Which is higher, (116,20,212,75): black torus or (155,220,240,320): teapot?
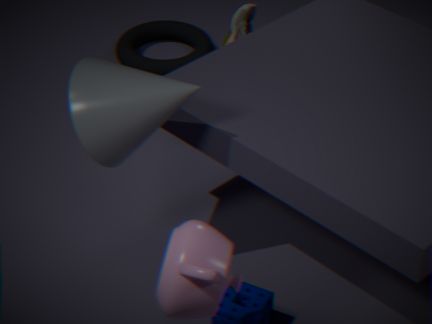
(155,220,240,320): teapot
